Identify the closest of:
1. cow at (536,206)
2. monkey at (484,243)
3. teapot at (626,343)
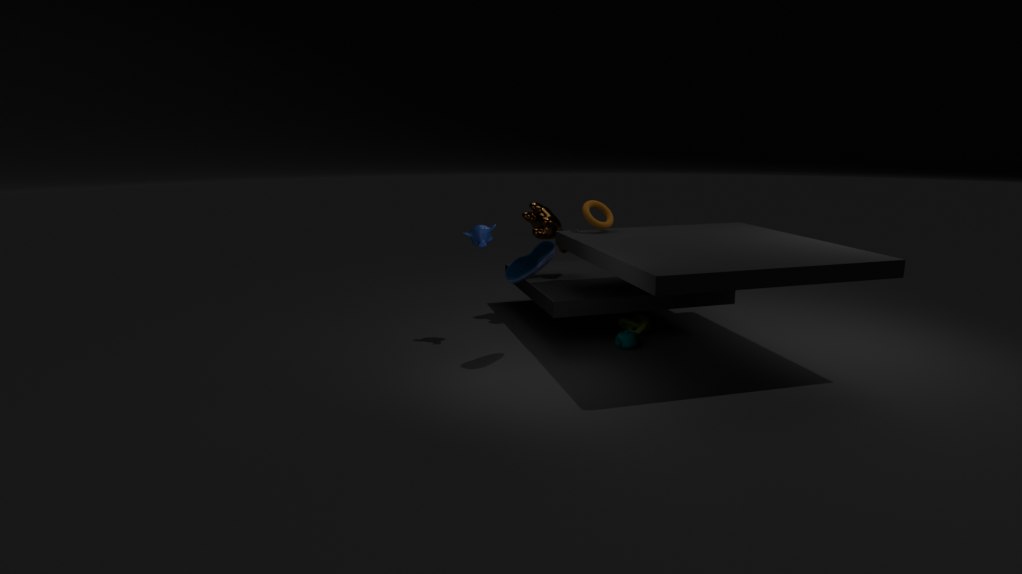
monkey at (484,243)
